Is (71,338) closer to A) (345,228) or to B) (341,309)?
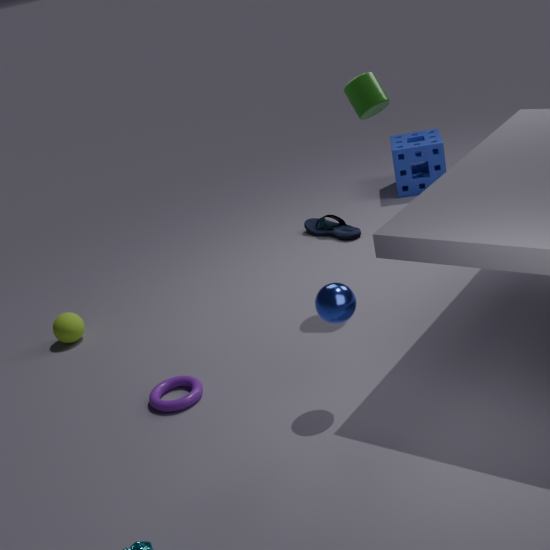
A) (345,228)
